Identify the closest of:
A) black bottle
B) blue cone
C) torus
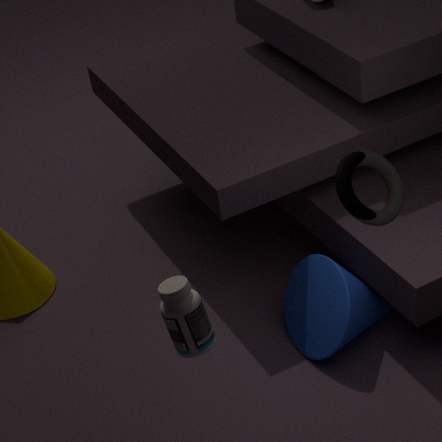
C. torus
